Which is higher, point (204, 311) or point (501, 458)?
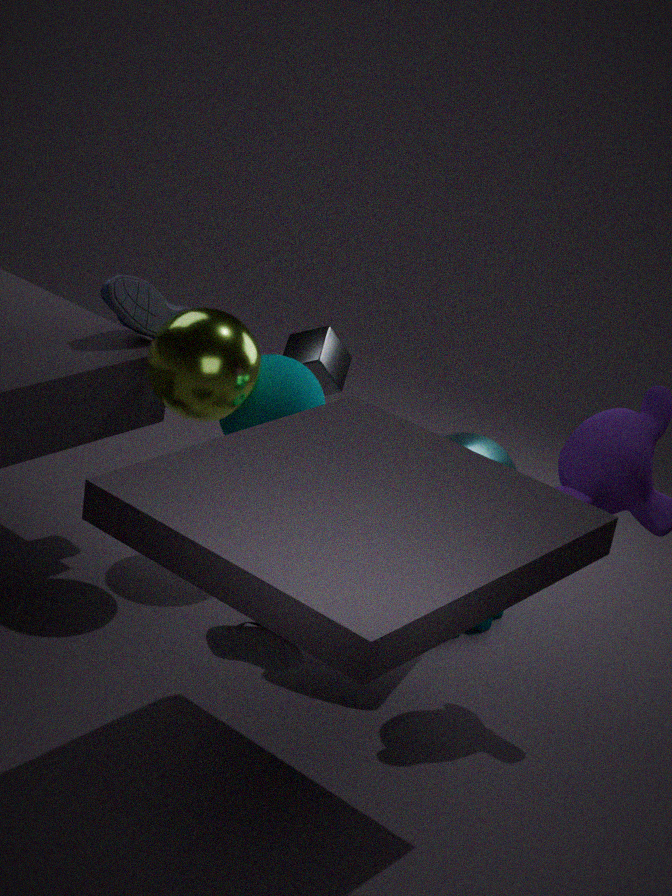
point (204, 311)
